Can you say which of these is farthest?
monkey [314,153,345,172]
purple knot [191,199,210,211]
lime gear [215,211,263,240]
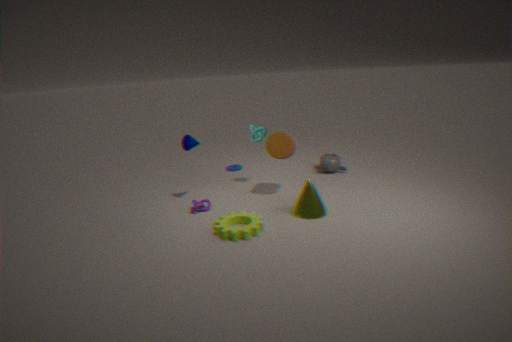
monkey [314,153,345,172]
